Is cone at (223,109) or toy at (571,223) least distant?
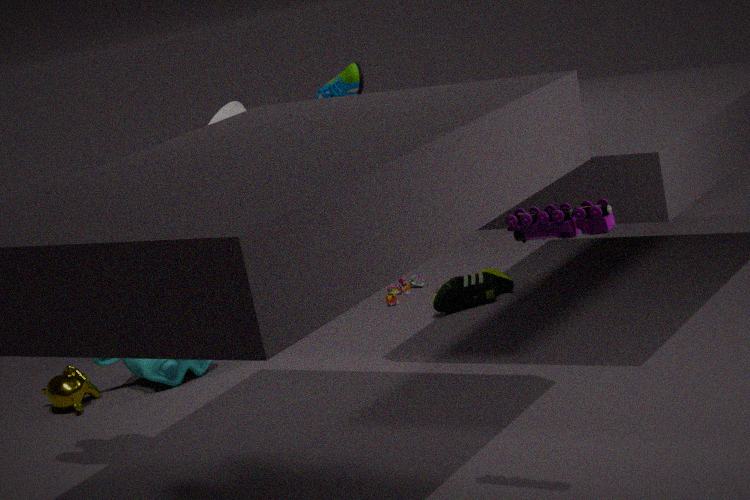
toy at (571,223)
